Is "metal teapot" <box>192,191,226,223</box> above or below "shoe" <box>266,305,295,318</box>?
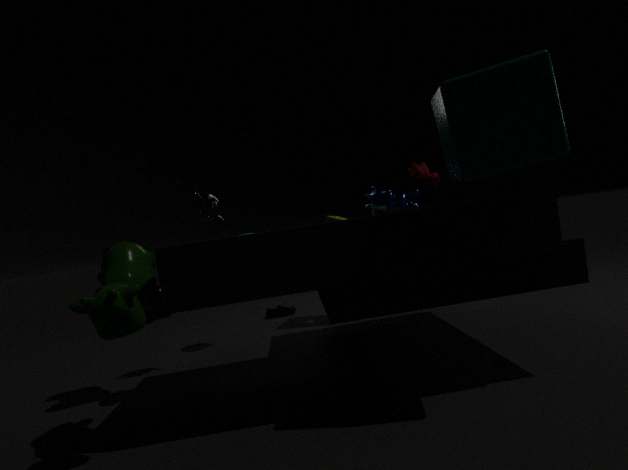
above
